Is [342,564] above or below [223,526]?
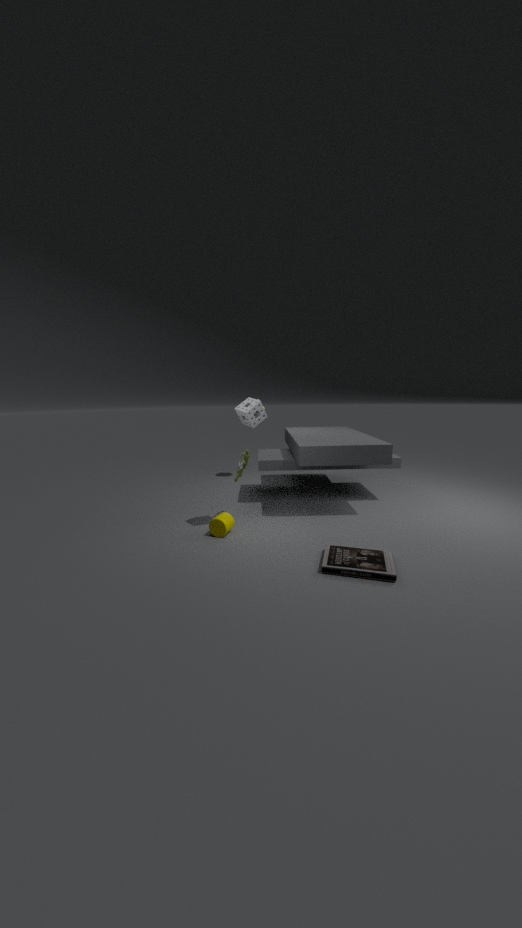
below
